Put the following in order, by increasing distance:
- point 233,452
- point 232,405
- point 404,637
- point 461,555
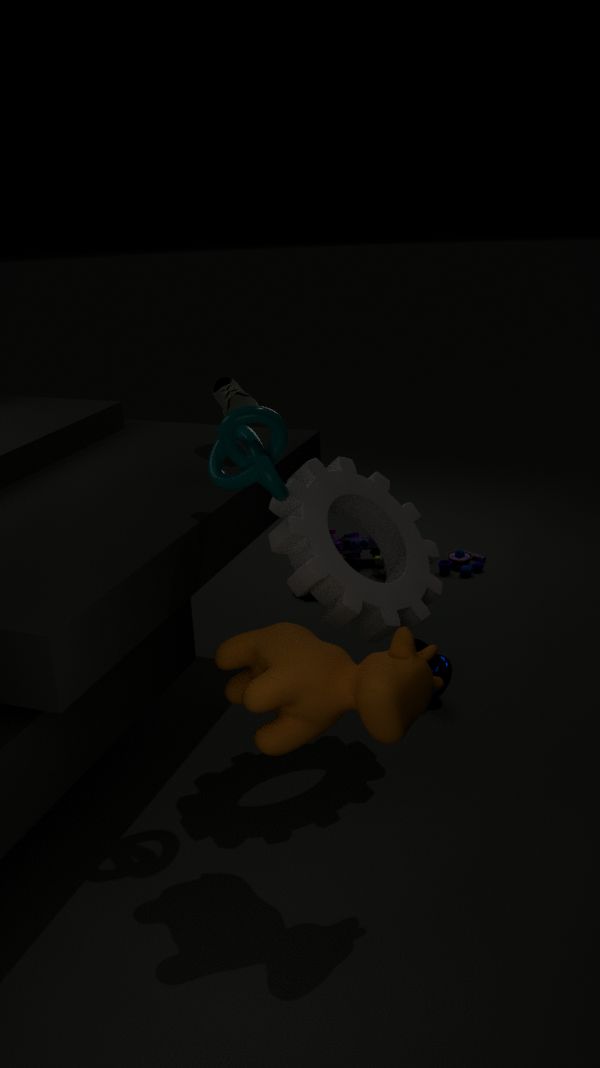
point 404,637 → point 233,452 → point 232,405 → point 461,555
